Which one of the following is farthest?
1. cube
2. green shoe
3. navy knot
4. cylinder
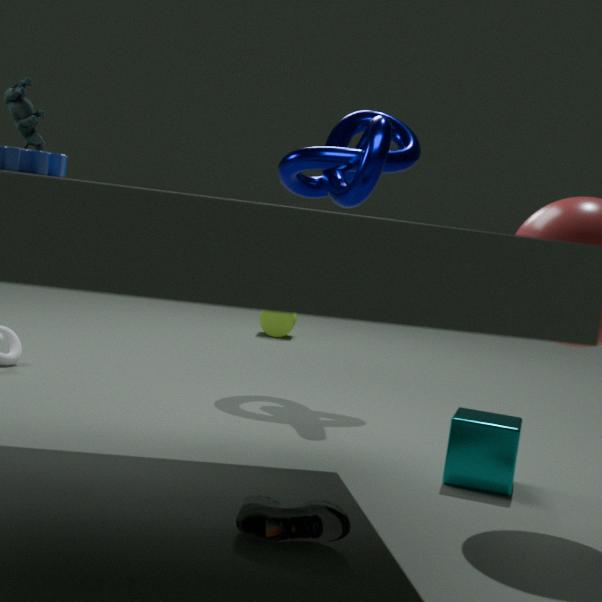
cylinder
